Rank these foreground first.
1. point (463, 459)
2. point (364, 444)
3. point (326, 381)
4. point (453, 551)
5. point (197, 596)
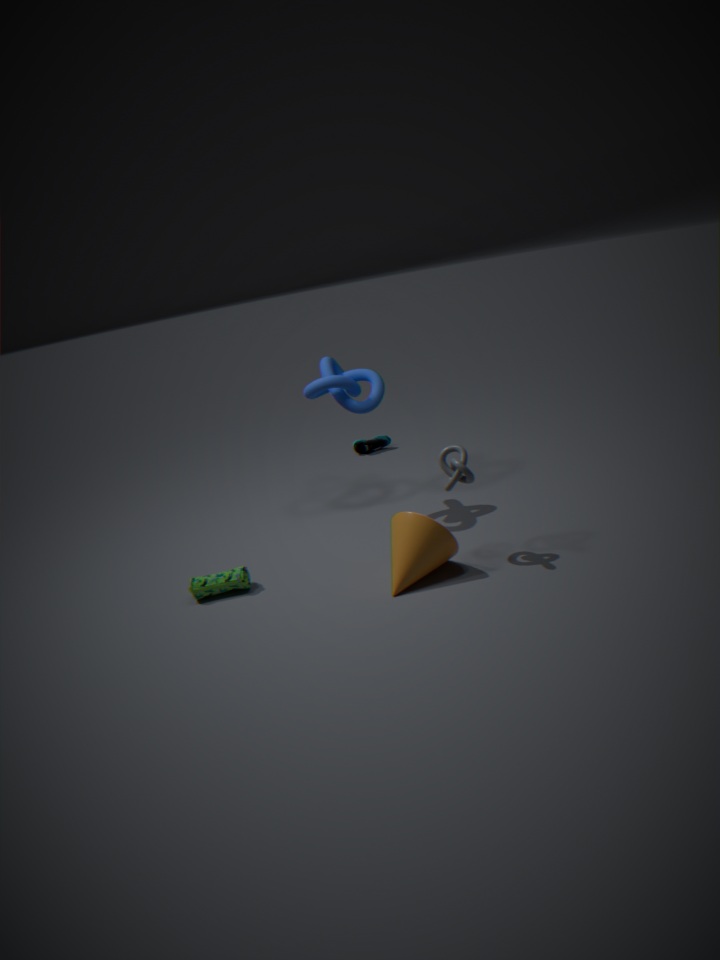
point (463, 459), point (453, 551), point (197, 596), point (326, 381), point (364, 444)
